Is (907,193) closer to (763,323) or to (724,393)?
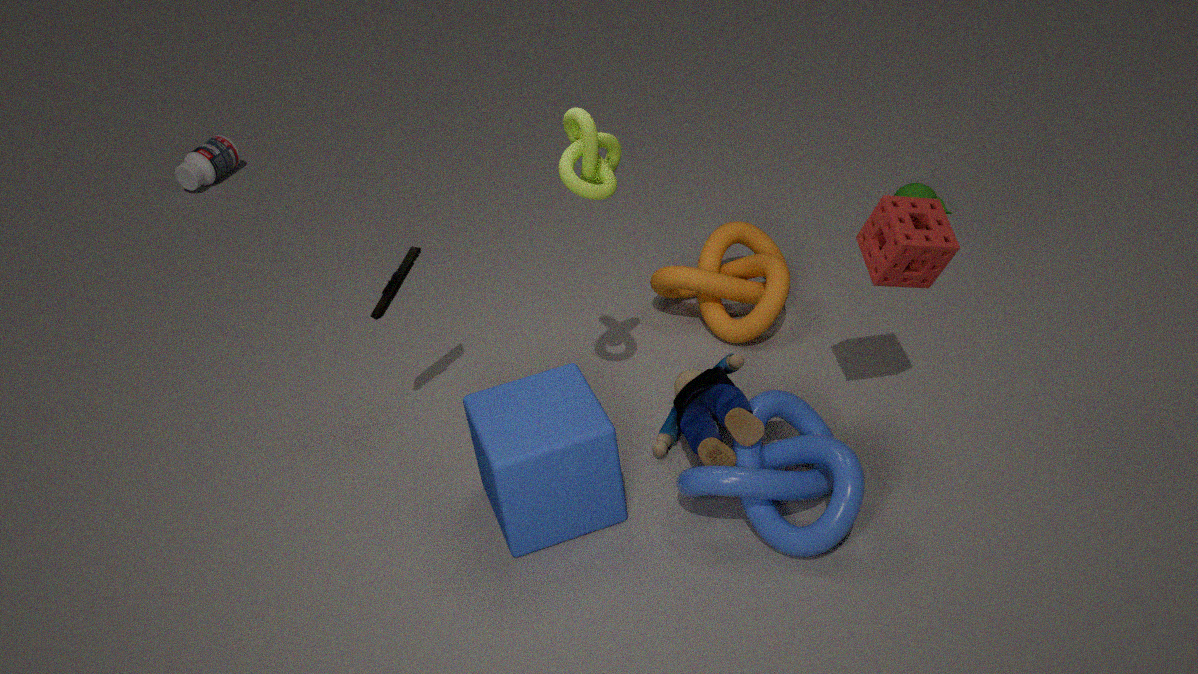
(763,323)
